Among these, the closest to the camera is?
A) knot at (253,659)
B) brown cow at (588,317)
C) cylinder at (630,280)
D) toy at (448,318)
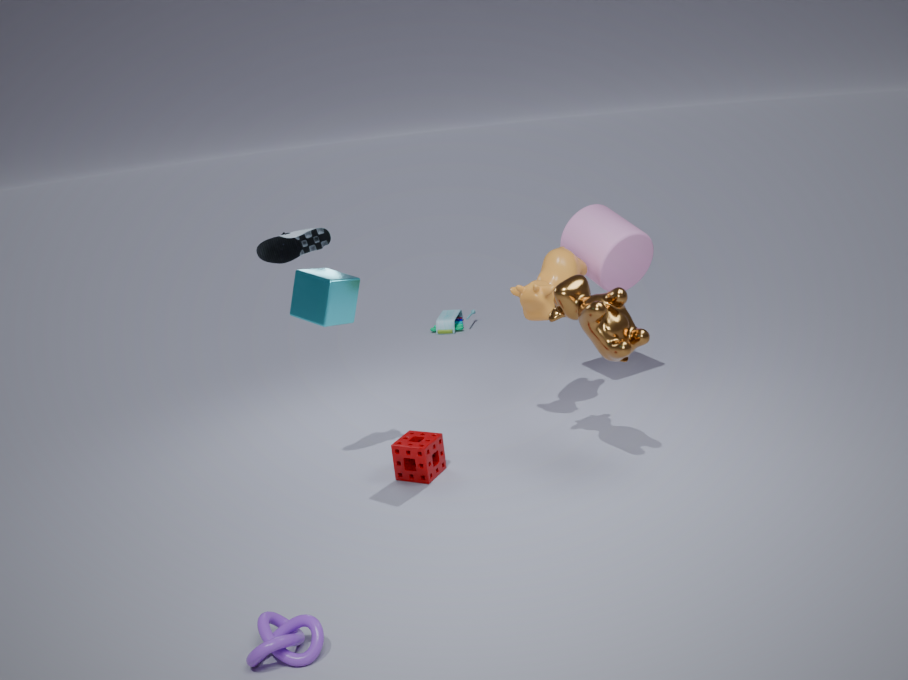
knot at (253,659)
